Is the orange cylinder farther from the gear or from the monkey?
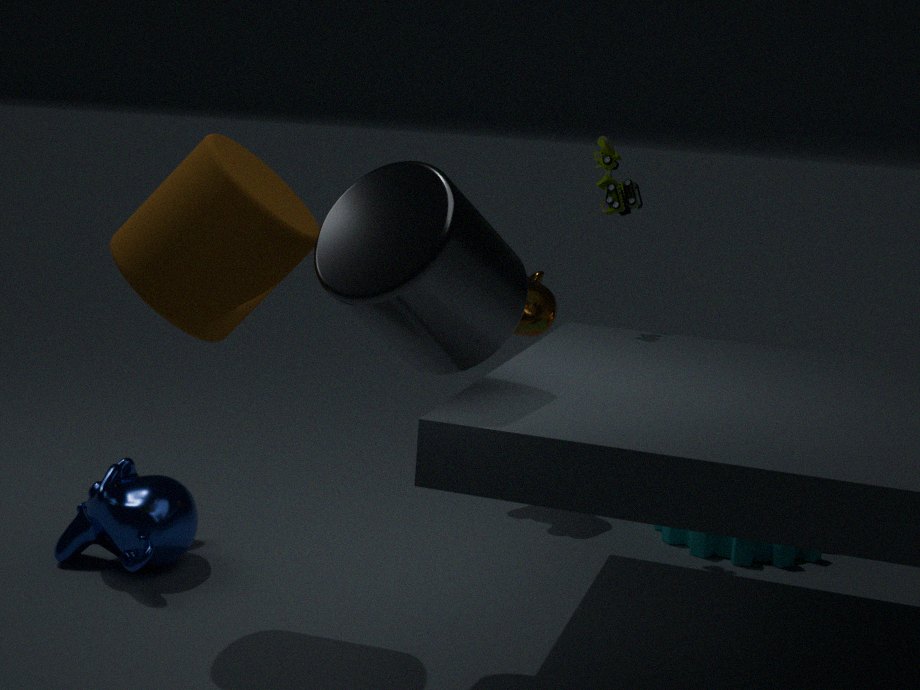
the gear
